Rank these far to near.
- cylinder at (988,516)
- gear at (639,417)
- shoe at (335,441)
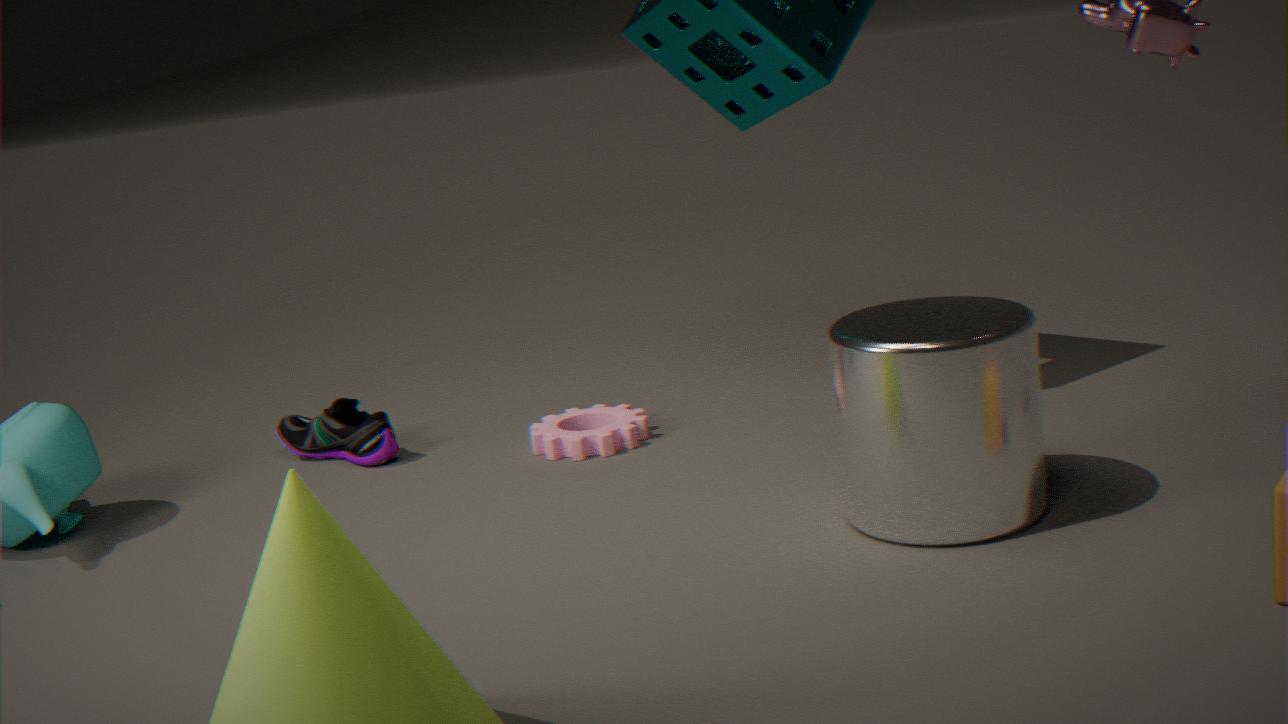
shoe at (335,441) → gear at (639,417) → cylinder at (988,516)
